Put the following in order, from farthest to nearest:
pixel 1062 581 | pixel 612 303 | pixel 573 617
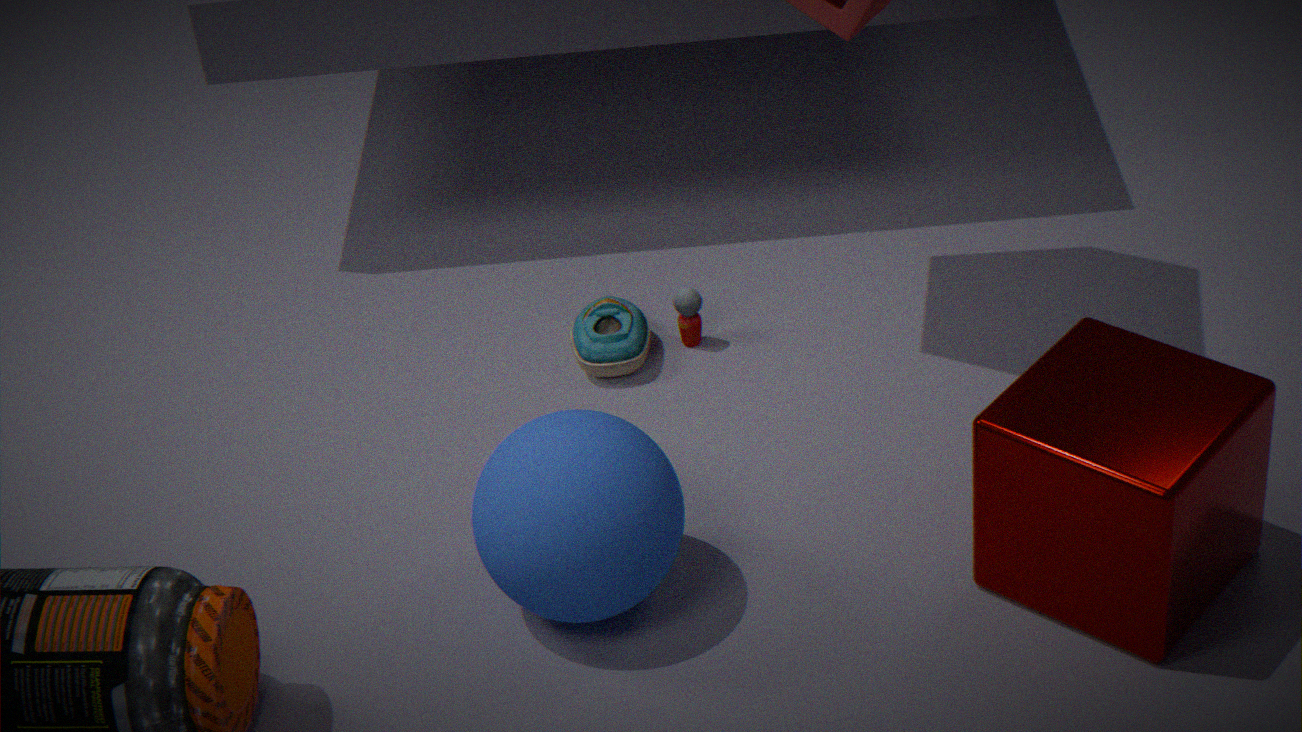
pixel 612 303
pixel 573 617
pixel 1062 581
